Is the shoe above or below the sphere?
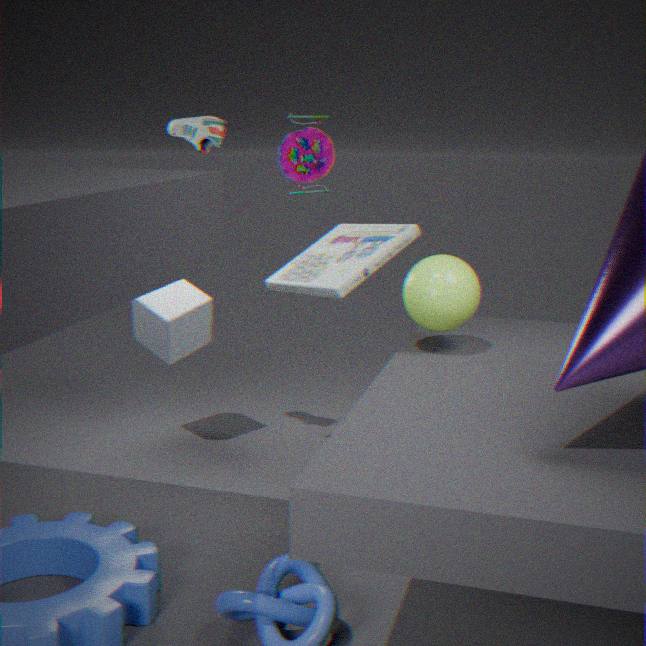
above
